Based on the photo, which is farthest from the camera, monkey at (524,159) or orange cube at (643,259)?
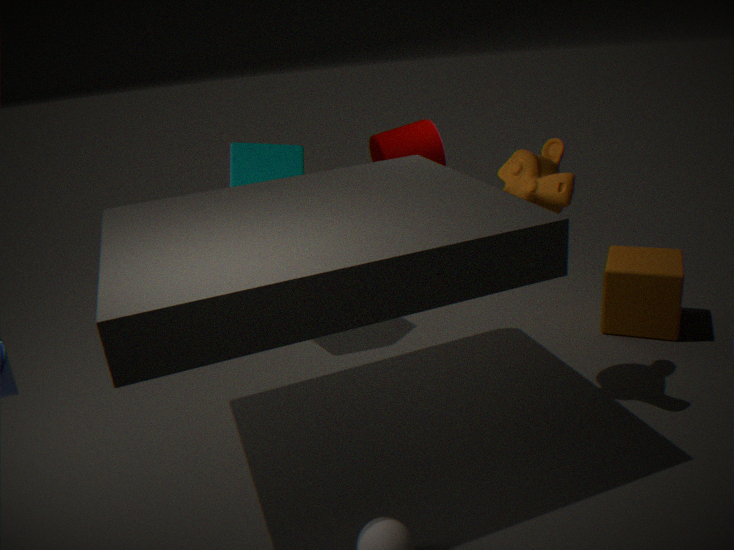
orange cube at (643,259)
